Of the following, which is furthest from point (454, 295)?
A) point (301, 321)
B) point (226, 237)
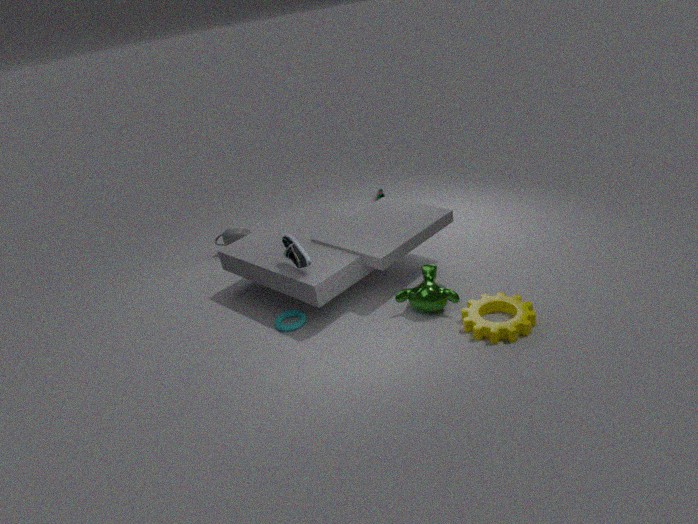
point (226, 237)
